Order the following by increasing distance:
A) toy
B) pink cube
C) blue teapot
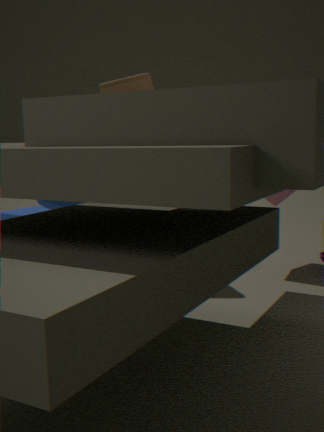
1. C. blue teapot
2. A. toy
3. B. pink cube
